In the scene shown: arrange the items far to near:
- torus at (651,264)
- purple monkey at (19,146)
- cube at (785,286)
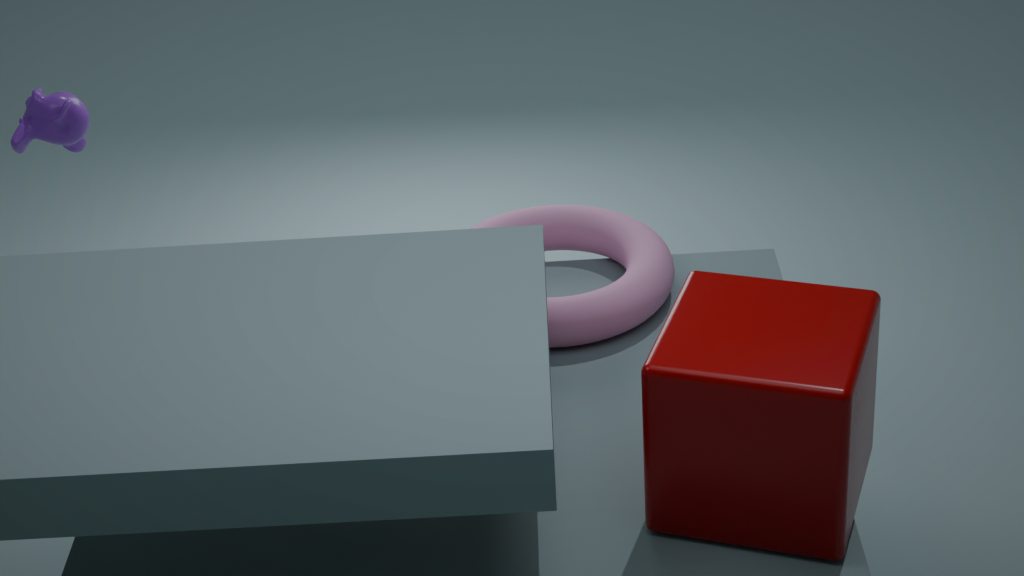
purple monkey at (19,146) → torus at (651,264) → cube at (785,286)
